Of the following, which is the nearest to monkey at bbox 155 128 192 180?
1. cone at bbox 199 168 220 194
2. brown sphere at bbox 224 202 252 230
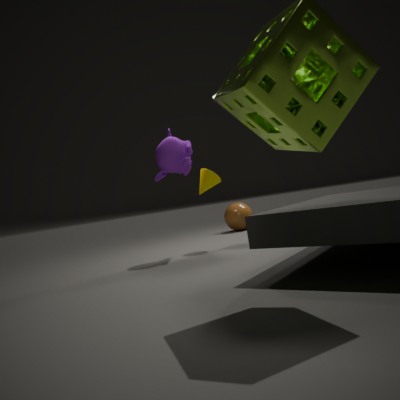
cone at bbox 199 168 220 194
